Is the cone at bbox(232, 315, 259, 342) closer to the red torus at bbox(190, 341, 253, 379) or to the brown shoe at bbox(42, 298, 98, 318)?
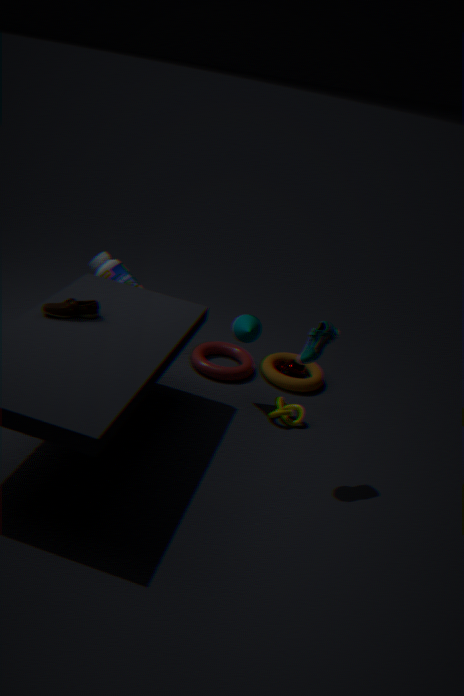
the red torus at bbox(190, 341, 253, 379)
